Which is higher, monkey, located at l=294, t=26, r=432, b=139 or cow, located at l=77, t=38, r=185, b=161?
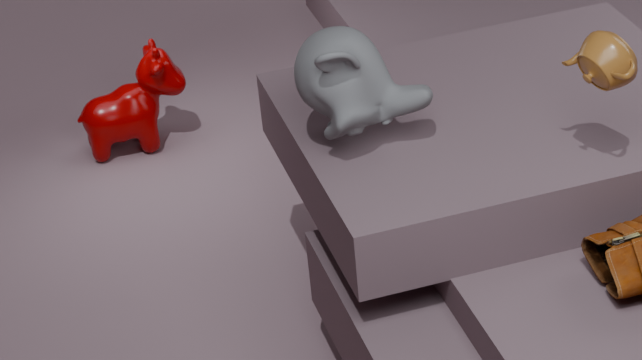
monkey, located at l=294, t=26, r=432, b=139
